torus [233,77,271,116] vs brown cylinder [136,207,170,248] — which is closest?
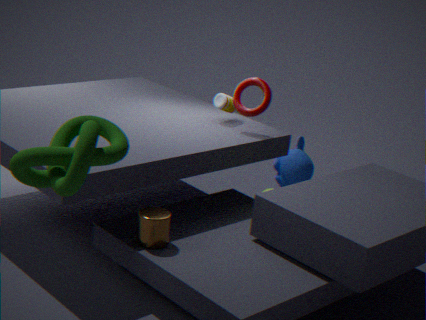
brown cylinder [136,207,170,248]
